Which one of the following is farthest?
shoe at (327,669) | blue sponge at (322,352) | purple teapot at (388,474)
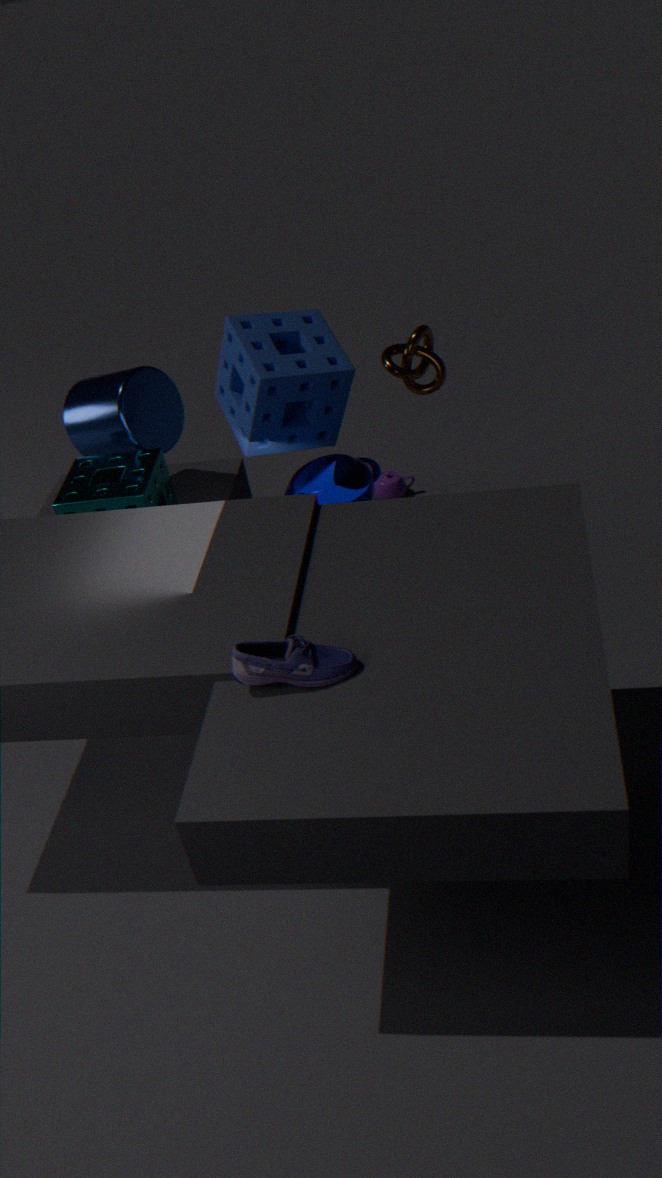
purple teapot at (388,474)
